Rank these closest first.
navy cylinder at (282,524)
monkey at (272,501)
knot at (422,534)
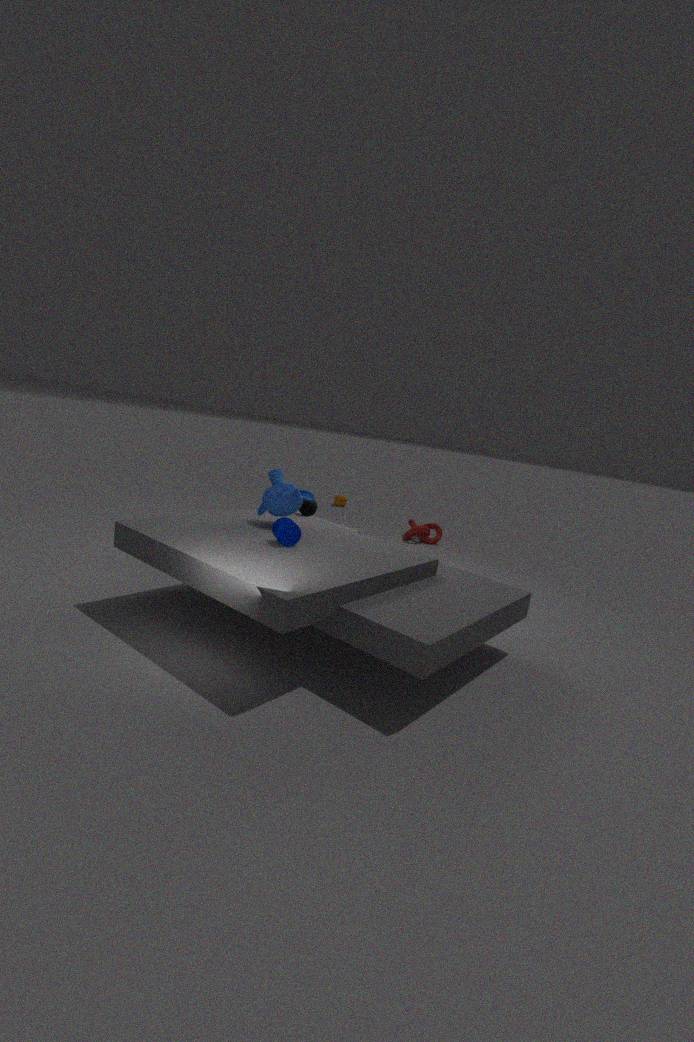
1. navy cylinder at (282,524)
2. monkey at (272,501)
3. knot at (422,534)
